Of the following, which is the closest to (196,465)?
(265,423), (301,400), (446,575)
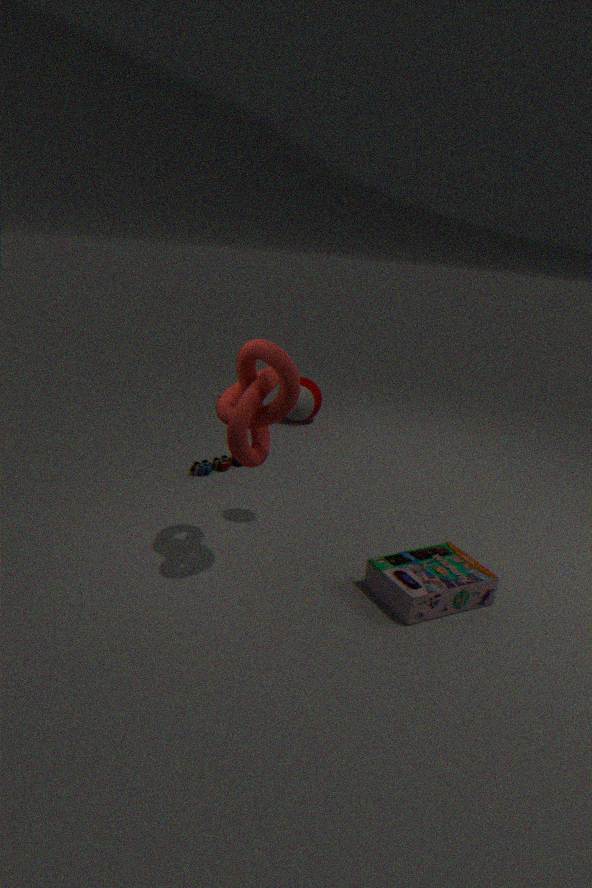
(301,400)
